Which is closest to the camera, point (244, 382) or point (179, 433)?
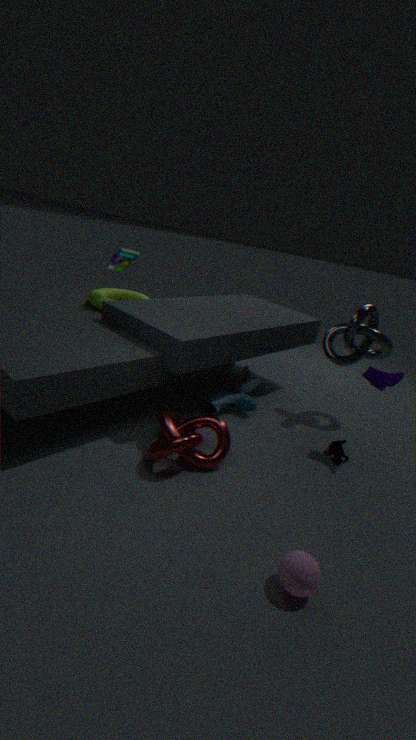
point (179, 433)
